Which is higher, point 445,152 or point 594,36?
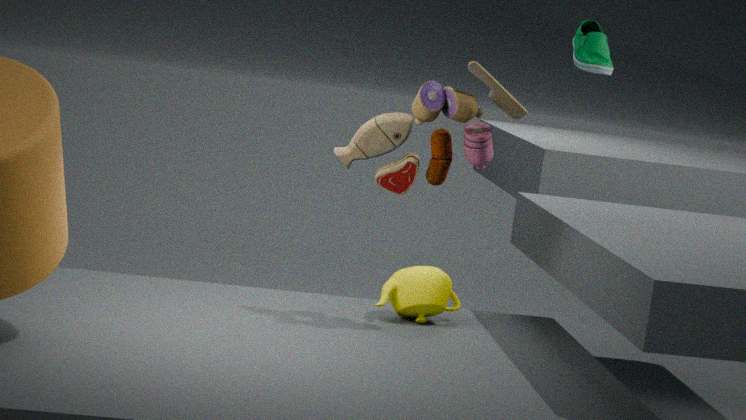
point 594,36
